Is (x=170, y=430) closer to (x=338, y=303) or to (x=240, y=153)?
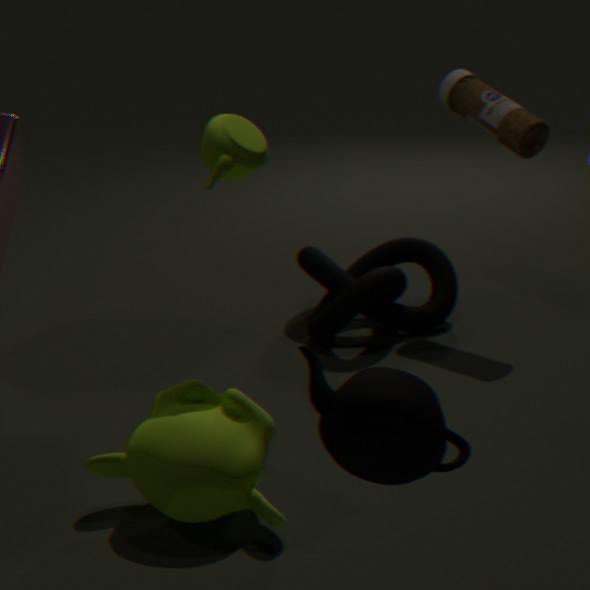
(x=240, y=153)
